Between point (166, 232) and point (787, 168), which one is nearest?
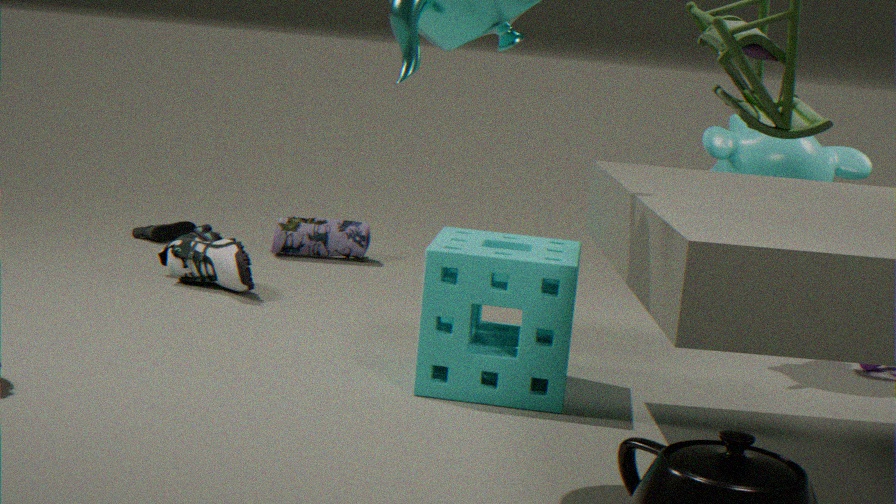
point (787, 168)
